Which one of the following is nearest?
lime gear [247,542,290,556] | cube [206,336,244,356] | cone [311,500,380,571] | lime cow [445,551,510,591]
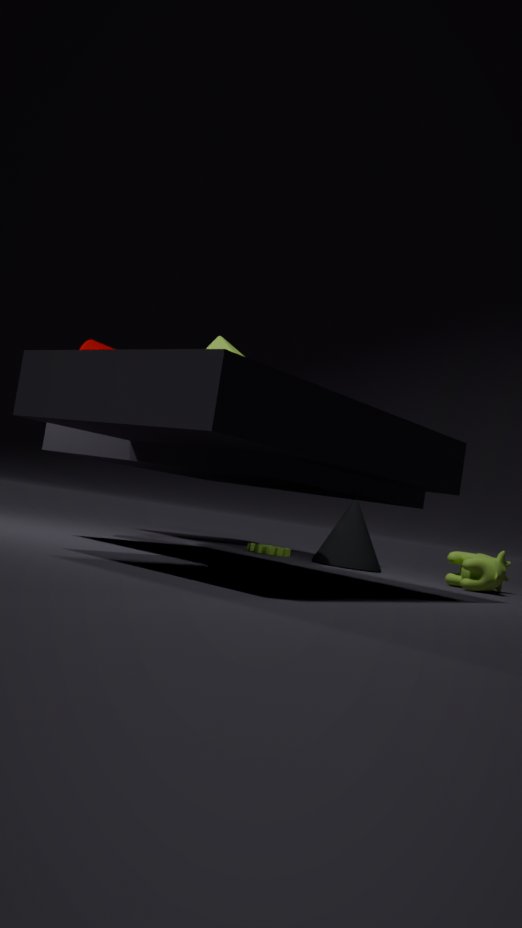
lime cow [445,551,510,591]
